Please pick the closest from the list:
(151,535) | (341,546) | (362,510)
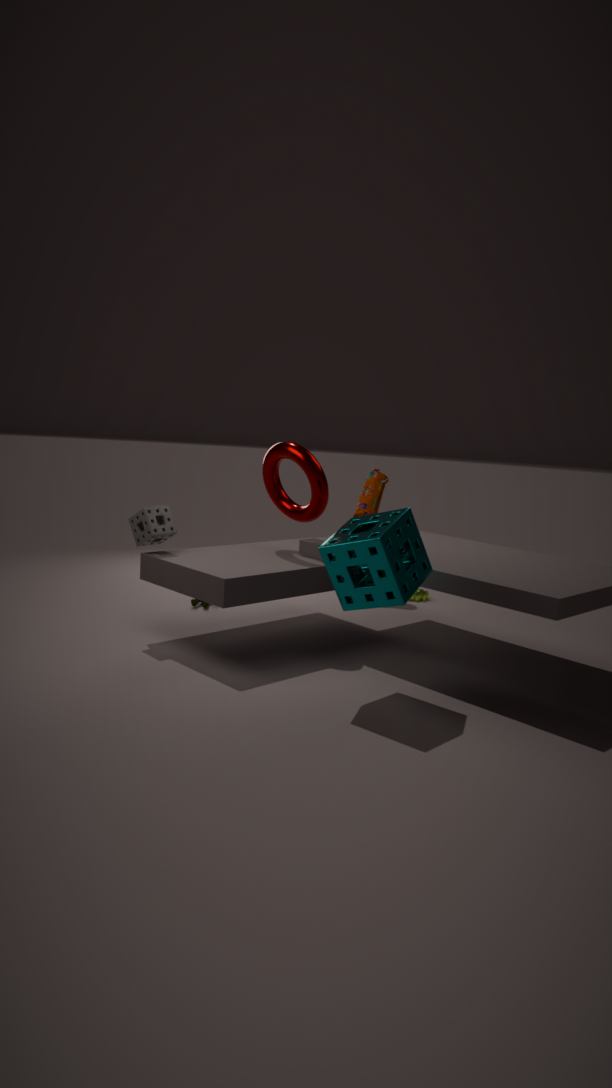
(341,546)
